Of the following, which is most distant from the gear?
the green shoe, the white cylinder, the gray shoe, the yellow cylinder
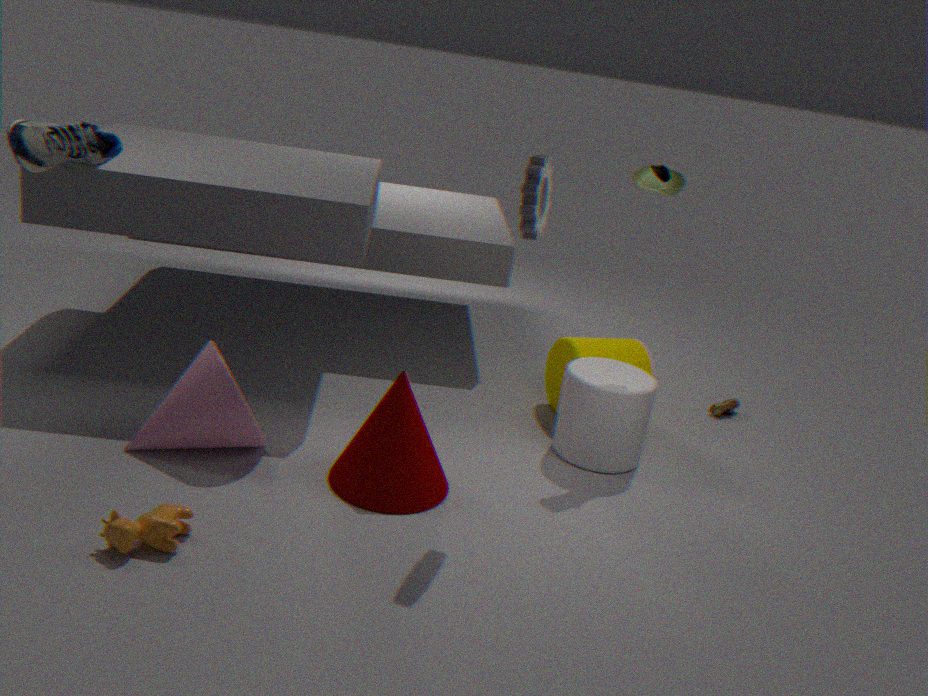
the gray shoe
